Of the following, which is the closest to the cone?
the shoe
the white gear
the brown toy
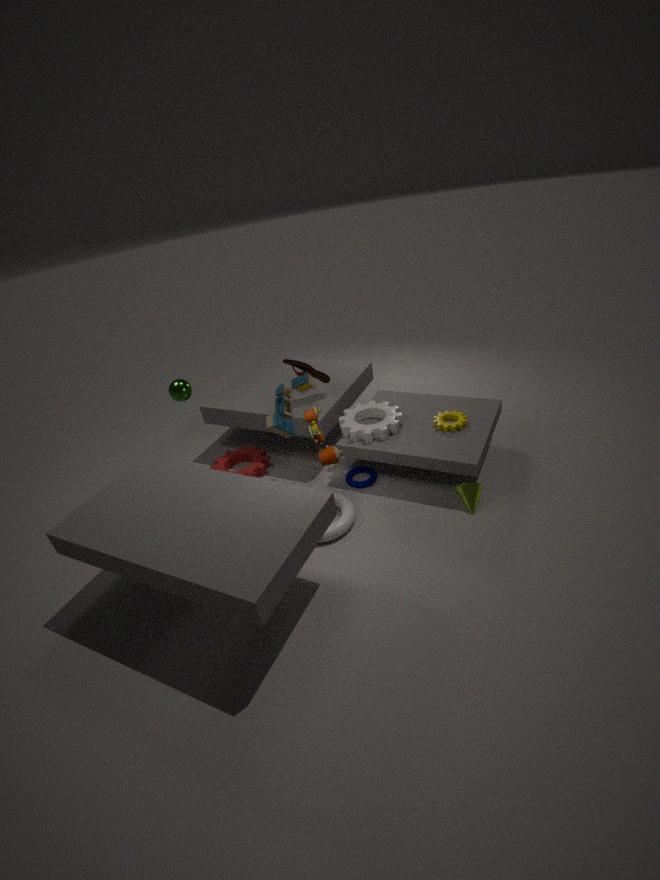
the white gear
